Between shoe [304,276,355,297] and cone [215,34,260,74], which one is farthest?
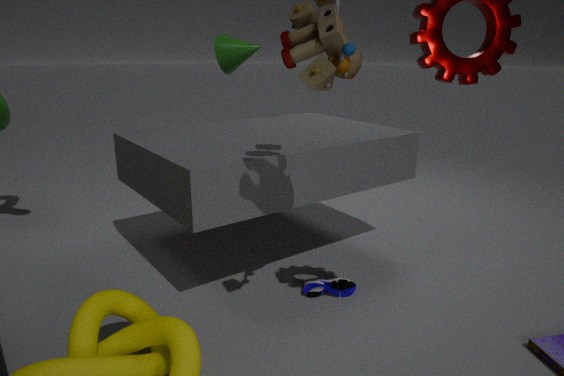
cone [215,34,260,74]
